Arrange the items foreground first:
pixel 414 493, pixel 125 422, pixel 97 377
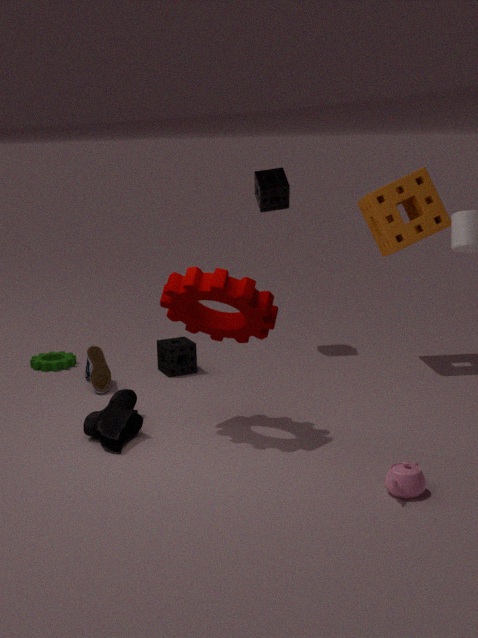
1. pixel 414 493
2. pixel 125 422
3. pixel 97 377
